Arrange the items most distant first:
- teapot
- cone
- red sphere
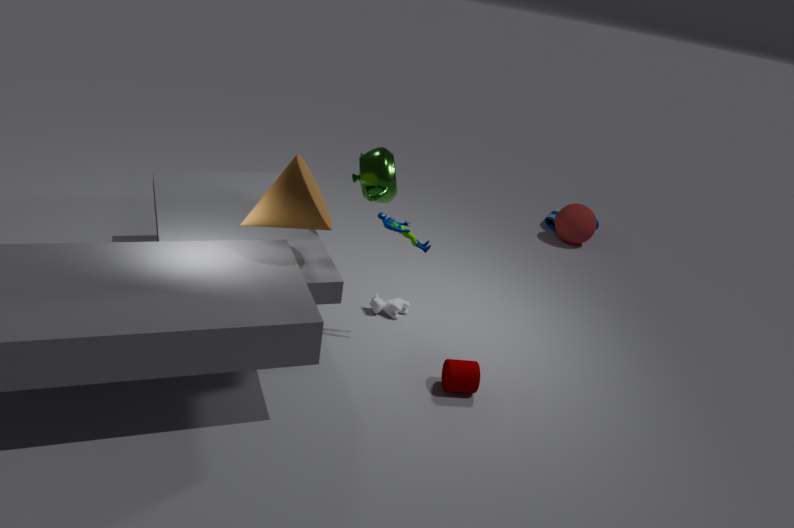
red sphere, teapot, cone
